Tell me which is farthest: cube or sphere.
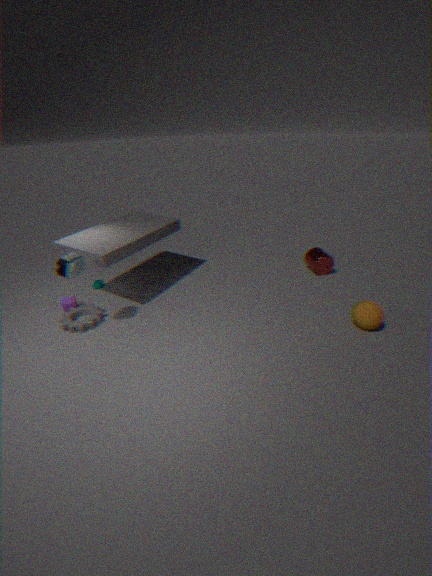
cube
